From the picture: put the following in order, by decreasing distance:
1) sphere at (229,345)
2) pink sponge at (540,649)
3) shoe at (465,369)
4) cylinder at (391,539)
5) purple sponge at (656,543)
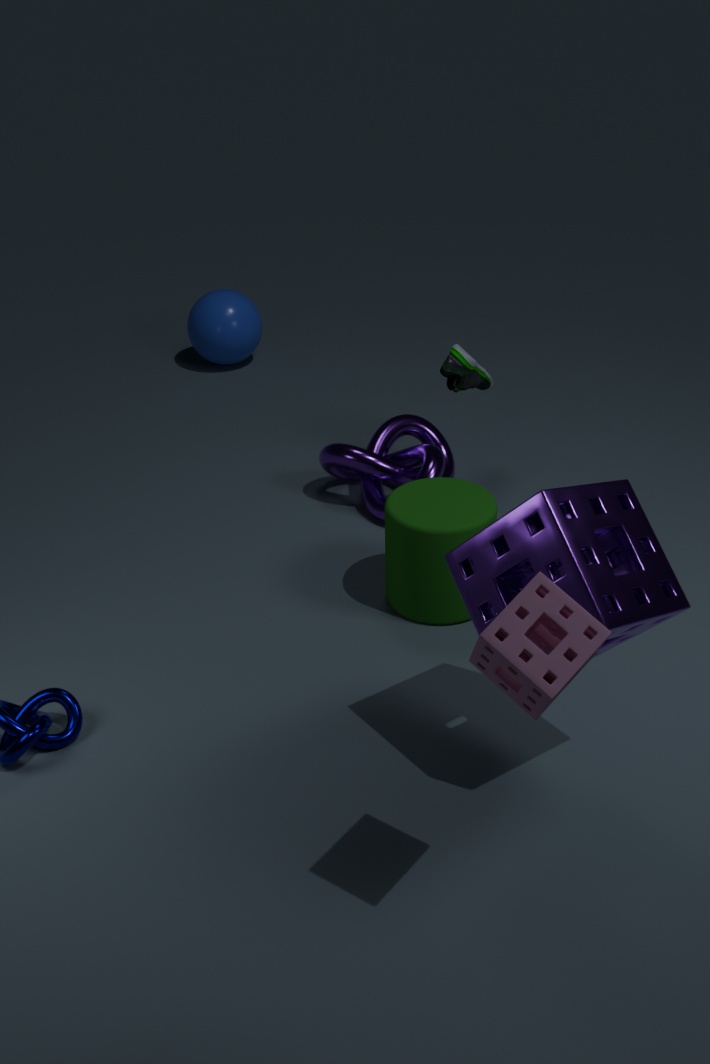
1. sphere at (229,345), 3. shoe at (465,369), 4. cylinder at (391,539), 5. purple sponge at (656,543), 2. pink sponge at (540,649)
